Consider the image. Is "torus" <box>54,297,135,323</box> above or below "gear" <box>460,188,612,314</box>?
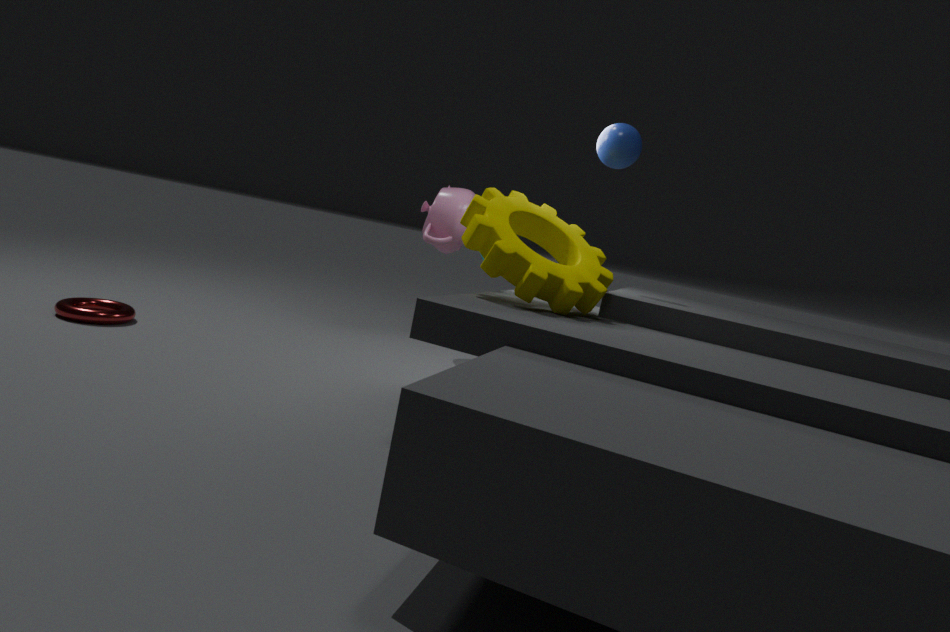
below
